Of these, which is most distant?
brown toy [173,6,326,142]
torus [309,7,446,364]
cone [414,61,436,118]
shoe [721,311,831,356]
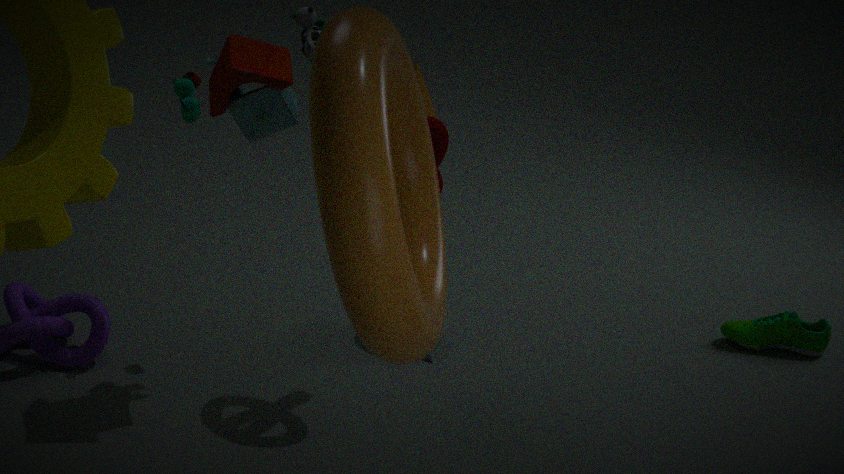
cone [414,61,436,118]
